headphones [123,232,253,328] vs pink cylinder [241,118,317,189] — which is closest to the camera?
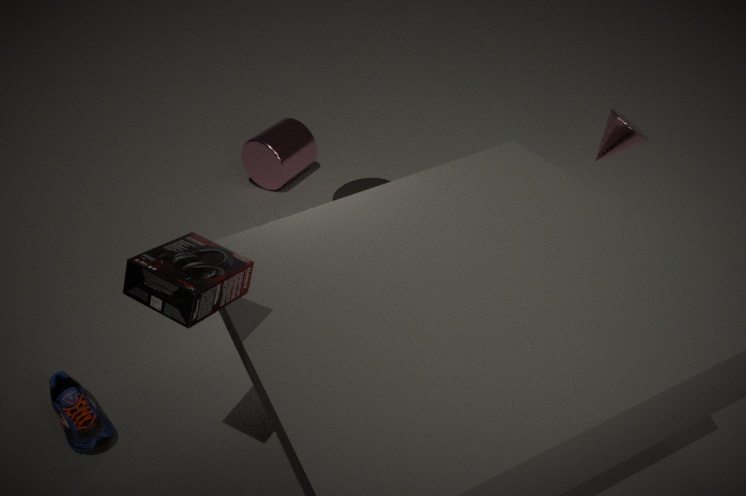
headphones [123,232,253,328]
